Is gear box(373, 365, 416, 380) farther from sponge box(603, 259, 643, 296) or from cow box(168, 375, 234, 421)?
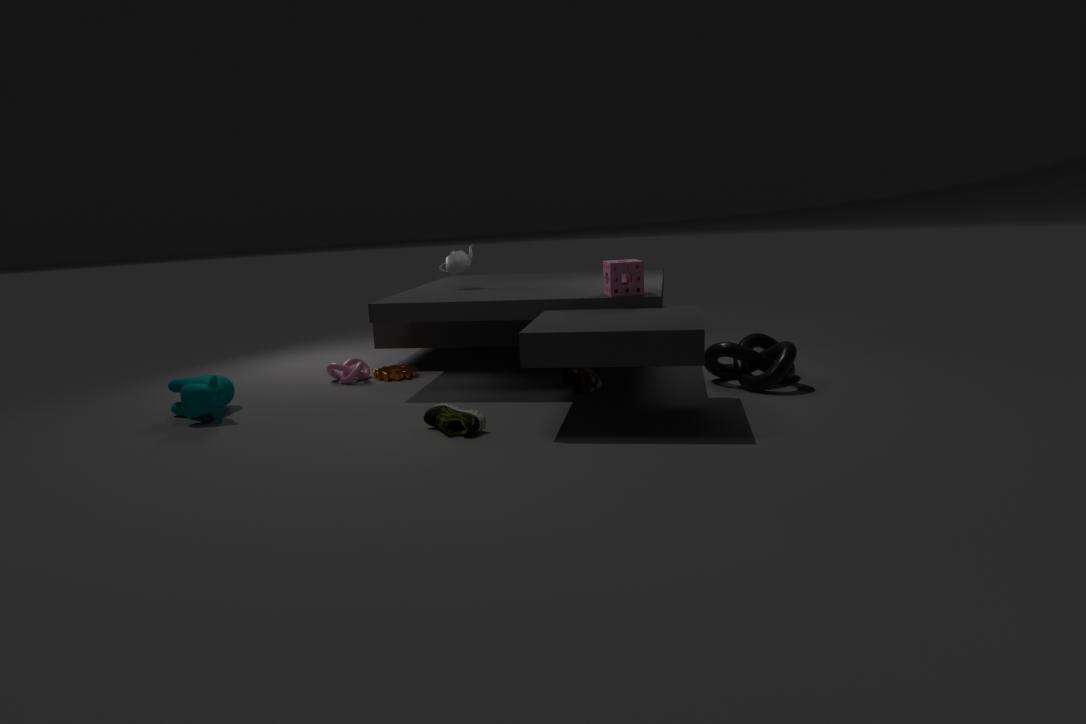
sponge box(603, 259, 643, 296)
